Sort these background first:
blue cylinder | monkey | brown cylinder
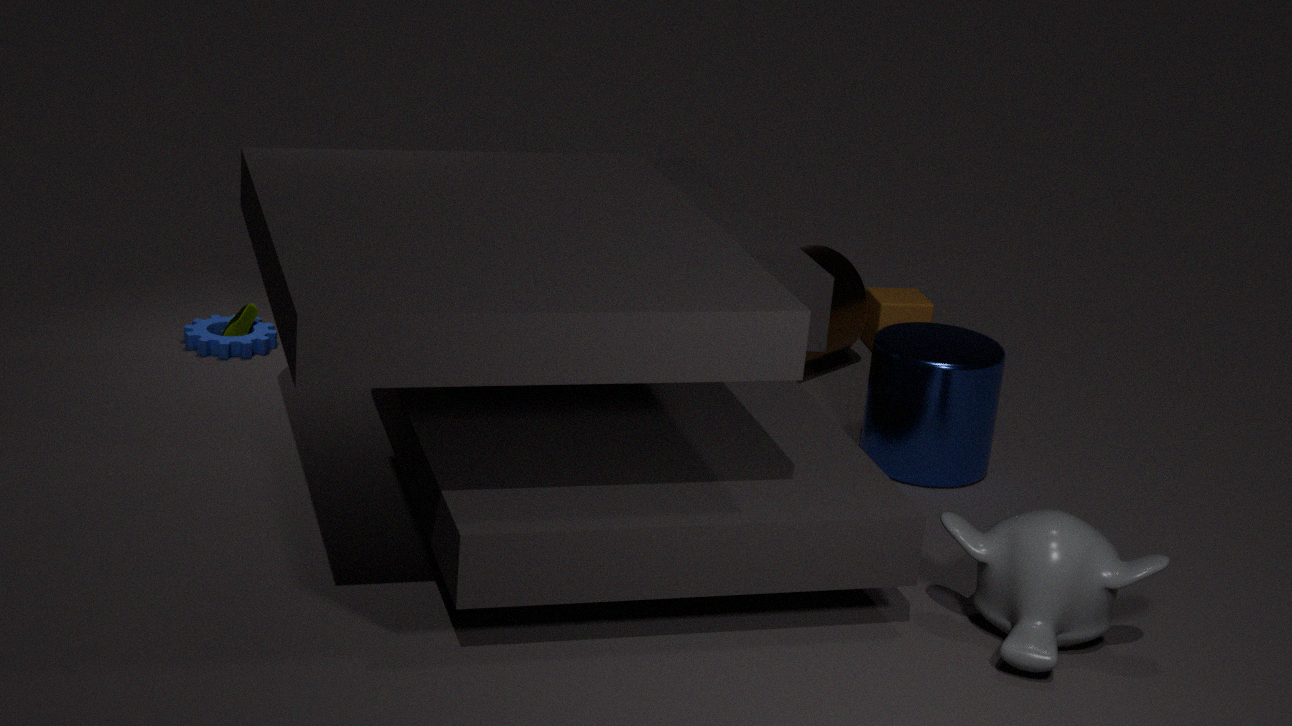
1. brown cylinder
2. blue cylinder
3. monkey
